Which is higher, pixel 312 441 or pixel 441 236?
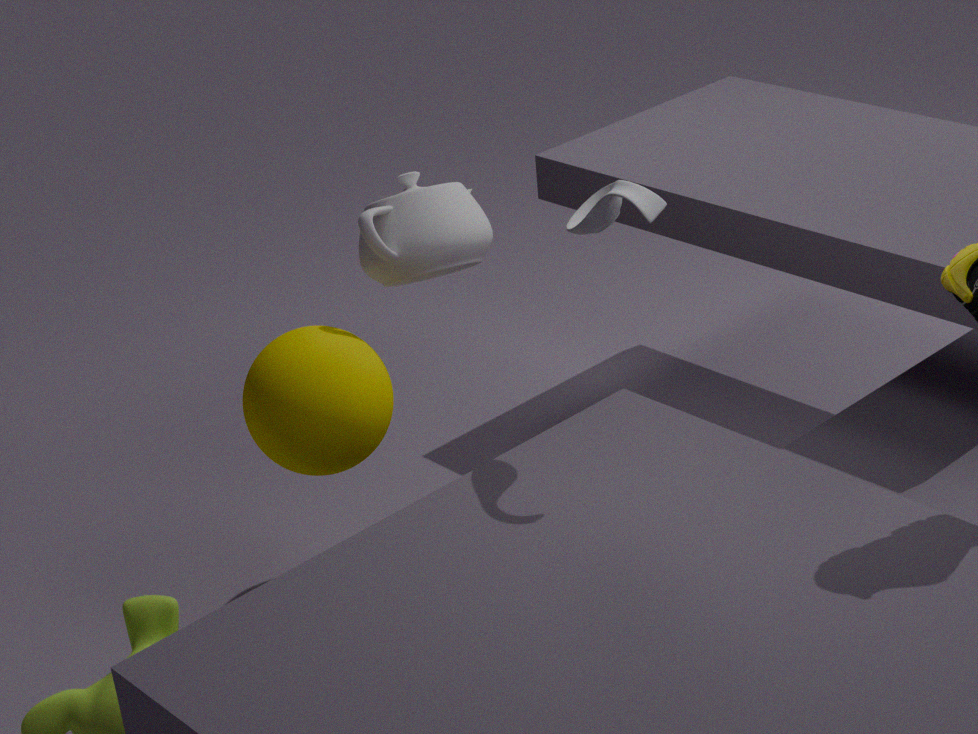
pixel 441 236
